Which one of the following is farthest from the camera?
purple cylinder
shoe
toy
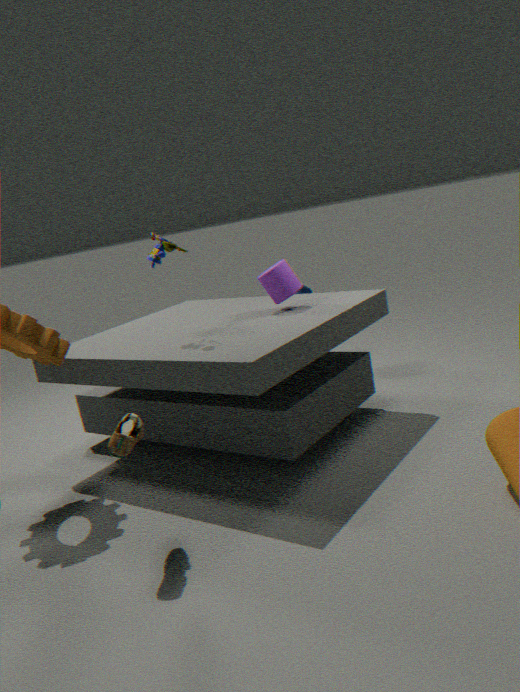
purple cylinder
